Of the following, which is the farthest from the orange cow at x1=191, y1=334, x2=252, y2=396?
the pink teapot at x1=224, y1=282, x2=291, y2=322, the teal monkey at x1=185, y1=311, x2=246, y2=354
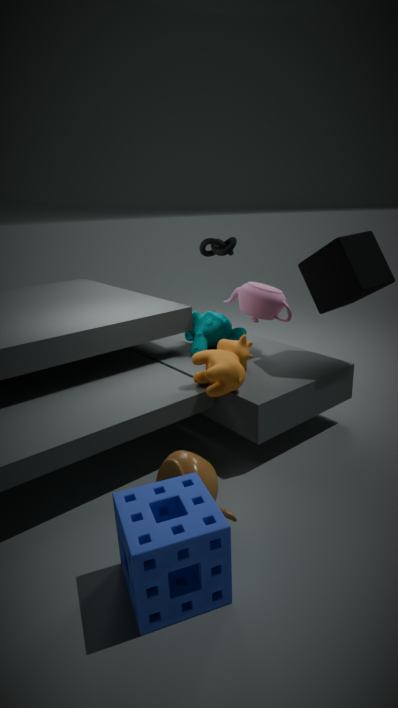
the pink teapot at x1=224, y1=282, x2=291, y2=322
